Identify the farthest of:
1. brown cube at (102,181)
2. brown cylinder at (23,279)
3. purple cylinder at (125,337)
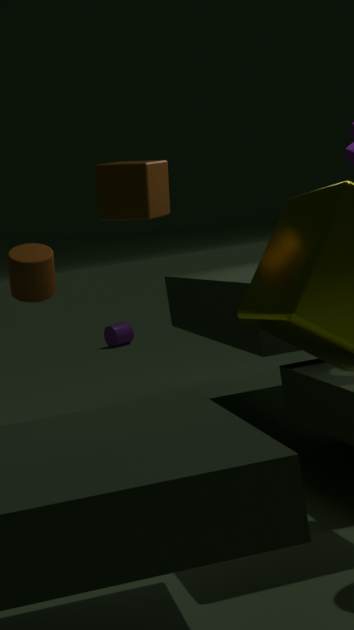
purple cylinder at (125,337)
